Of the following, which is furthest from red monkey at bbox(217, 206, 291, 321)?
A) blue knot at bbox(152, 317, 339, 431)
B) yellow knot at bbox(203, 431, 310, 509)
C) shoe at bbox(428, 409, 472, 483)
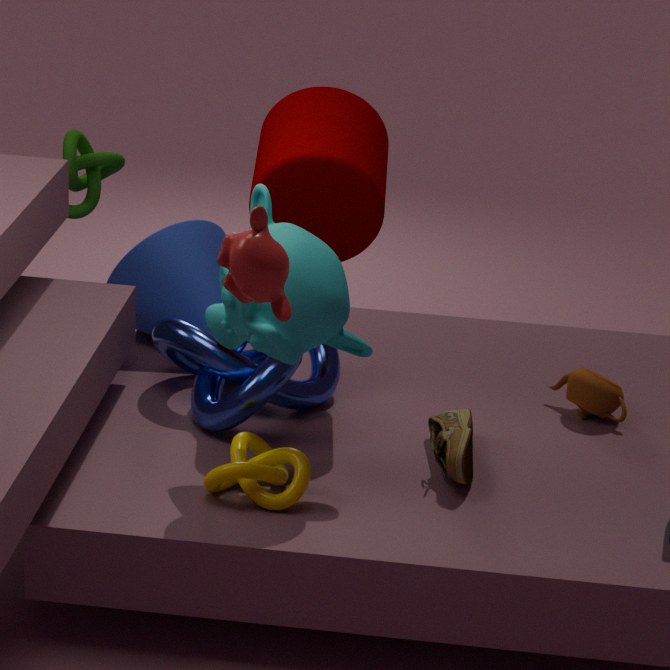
shoe at bbox(428, 409, 472, 483)
